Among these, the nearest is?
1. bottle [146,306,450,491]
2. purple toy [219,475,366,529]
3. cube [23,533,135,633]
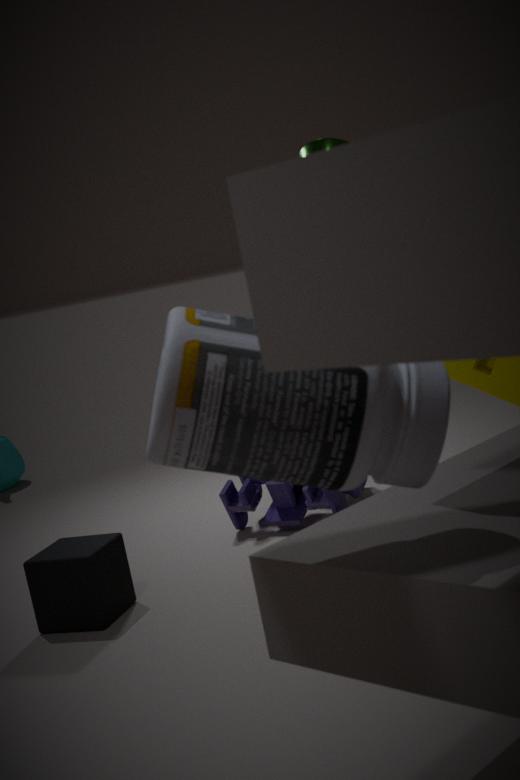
bottle [146,306,450,491]
